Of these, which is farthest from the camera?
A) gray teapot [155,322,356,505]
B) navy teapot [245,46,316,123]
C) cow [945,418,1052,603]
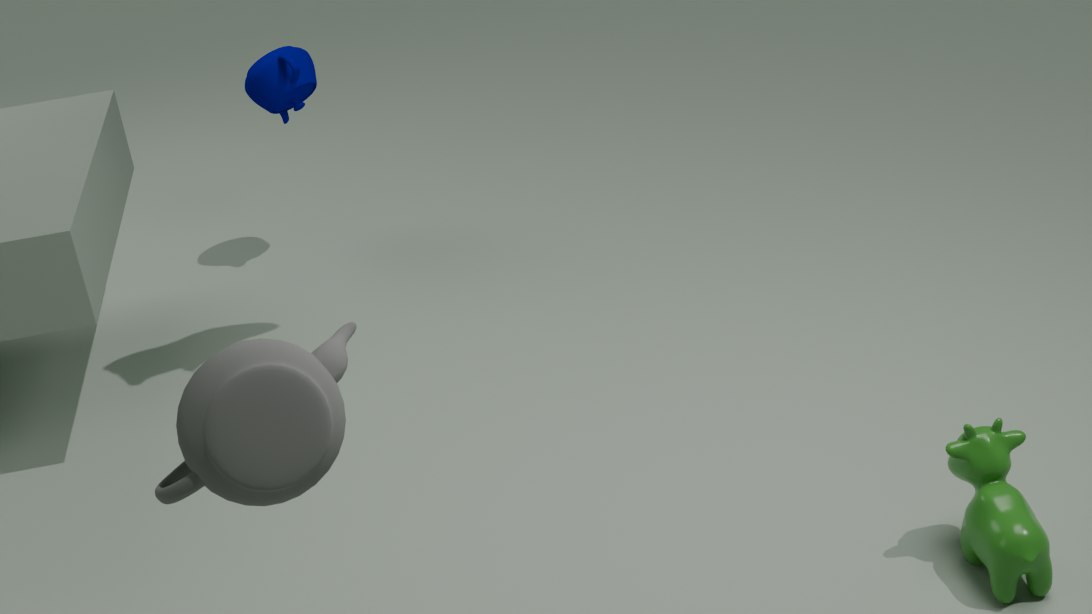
navy teapot [245,46,316,123]
